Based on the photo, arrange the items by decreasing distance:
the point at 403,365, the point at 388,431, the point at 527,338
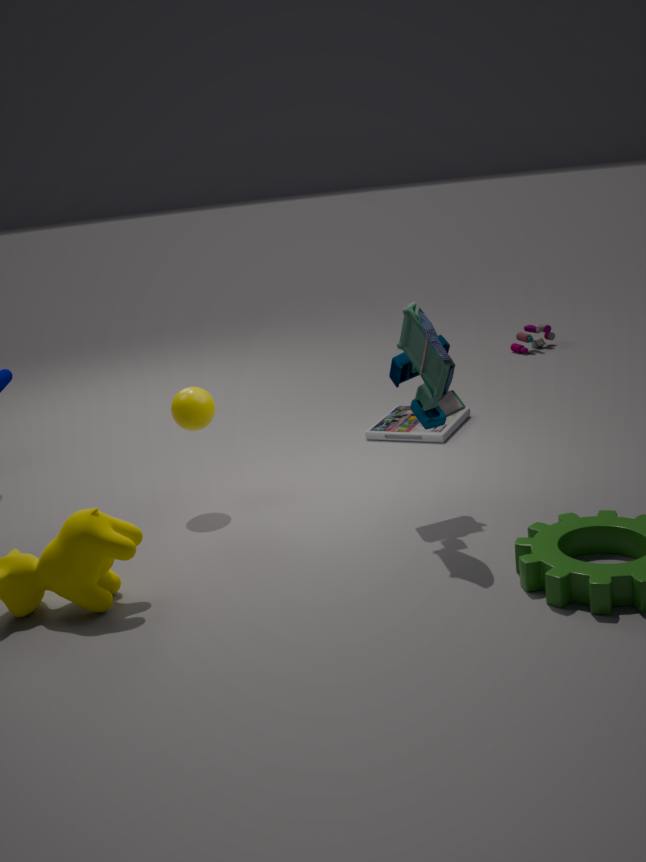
the point at 527,338
the point at 388,431
the point at 403,365
